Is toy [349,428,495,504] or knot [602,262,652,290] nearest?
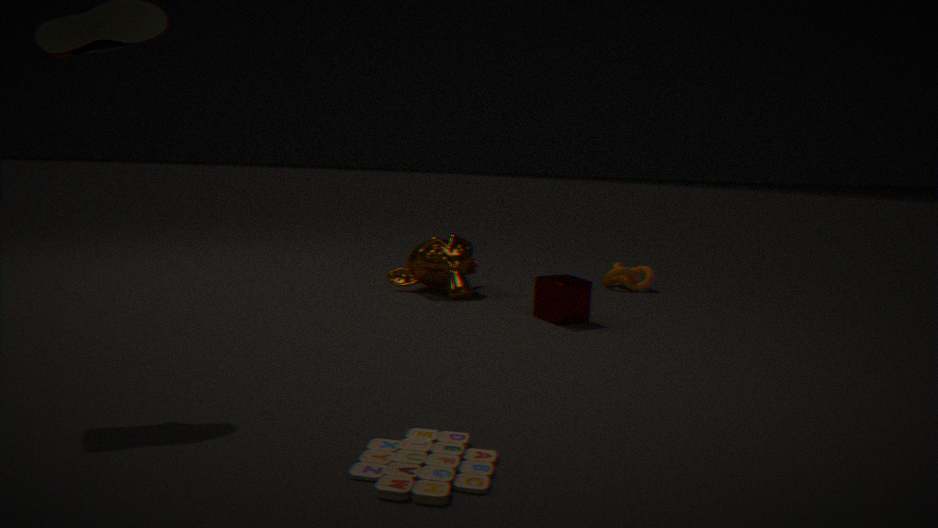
toy [349,428,495,504]
